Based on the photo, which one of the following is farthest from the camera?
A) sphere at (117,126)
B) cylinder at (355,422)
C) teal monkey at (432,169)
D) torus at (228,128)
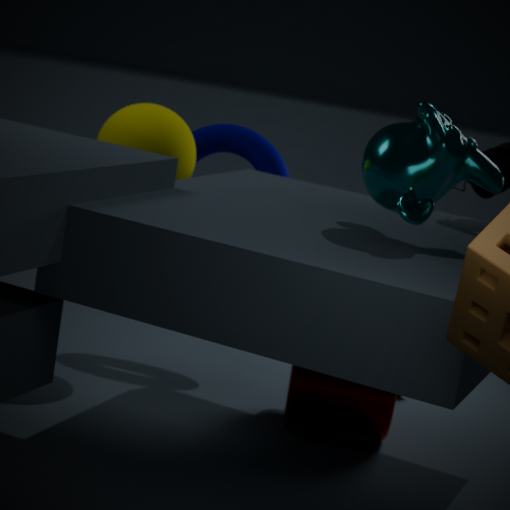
torus at (228,128)
